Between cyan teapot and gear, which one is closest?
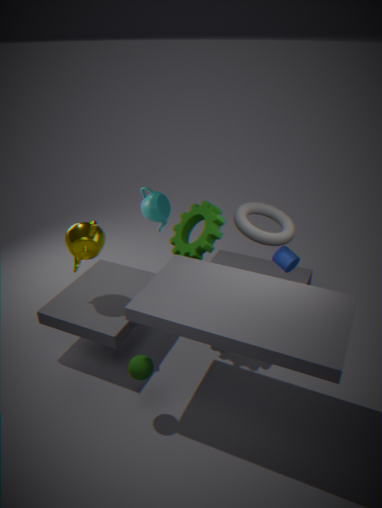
gear
